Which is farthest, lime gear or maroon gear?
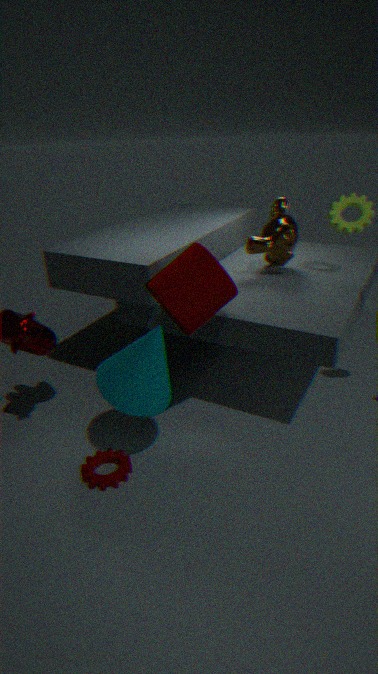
lime gear
